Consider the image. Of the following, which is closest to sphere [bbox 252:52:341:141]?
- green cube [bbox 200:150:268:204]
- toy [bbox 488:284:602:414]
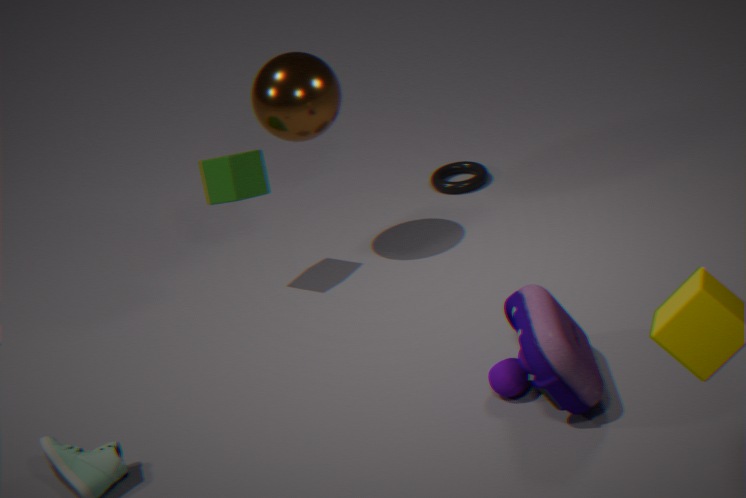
green cube [bbox 200:150:268:204]
